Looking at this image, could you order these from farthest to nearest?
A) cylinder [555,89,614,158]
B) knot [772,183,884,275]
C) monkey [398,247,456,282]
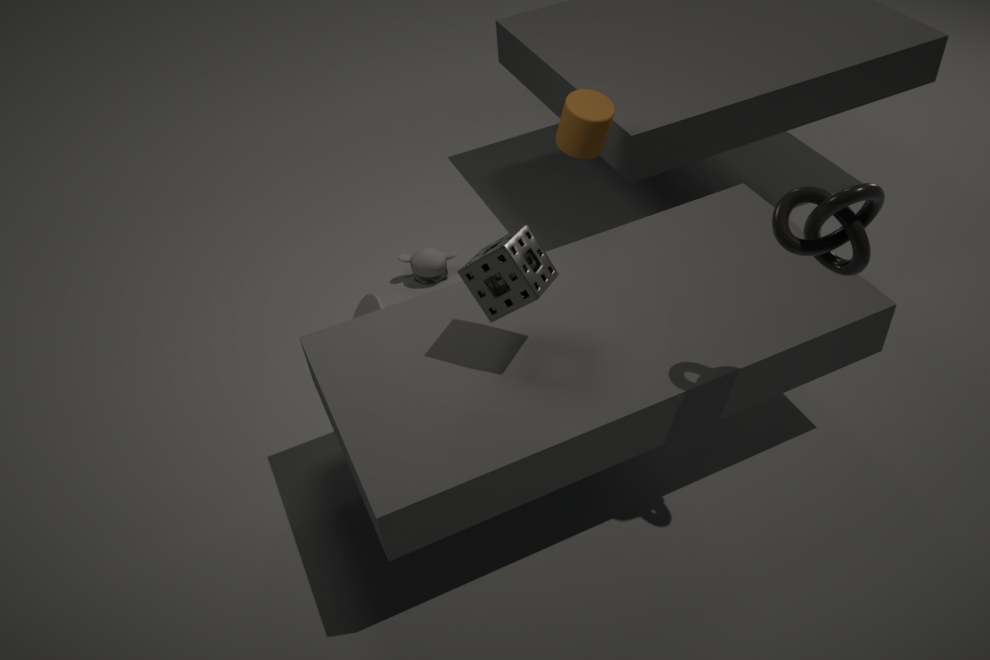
monkey [398,247,456,282] < cylinder [555,89,614,158] < knot [772,183,884,275]
